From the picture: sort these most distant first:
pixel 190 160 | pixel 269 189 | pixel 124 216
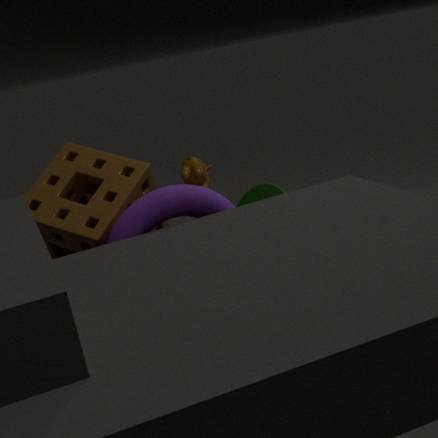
pixel 190 160 → pixel 269 189 → pixel 124 216
